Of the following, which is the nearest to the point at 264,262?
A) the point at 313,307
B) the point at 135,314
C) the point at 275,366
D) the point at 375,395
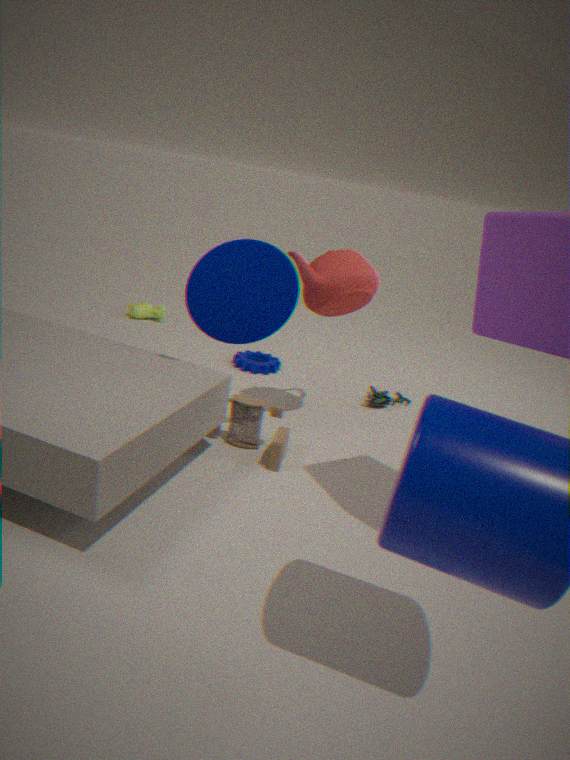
the point at 313,307
